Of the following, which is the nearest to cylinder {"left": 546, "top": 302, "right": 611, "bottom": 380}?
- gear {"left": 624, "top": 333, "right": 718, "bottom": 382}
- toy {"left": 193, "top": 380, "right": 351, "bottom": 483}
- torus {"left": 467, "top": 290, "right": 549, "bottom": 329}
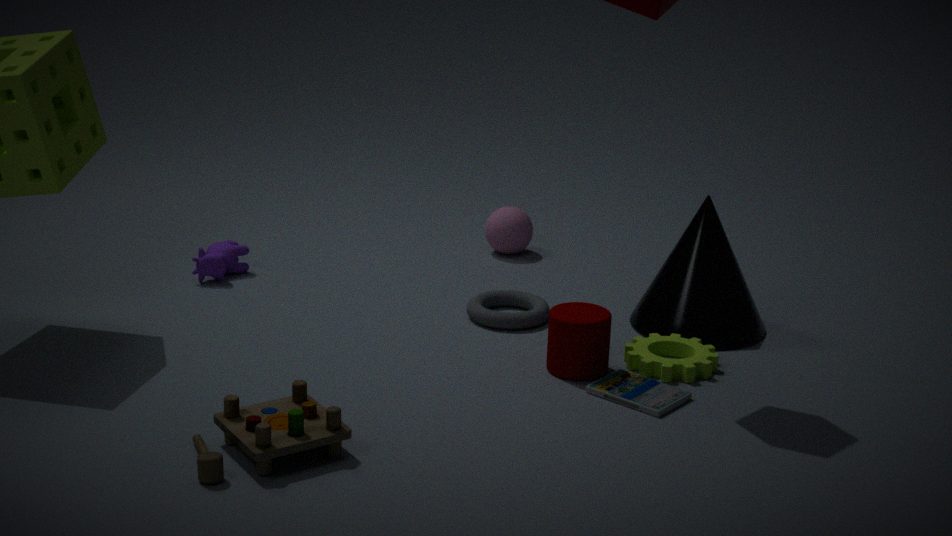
gear {"left": 624, "top": 333, "right": 718, "bottom": 382}
